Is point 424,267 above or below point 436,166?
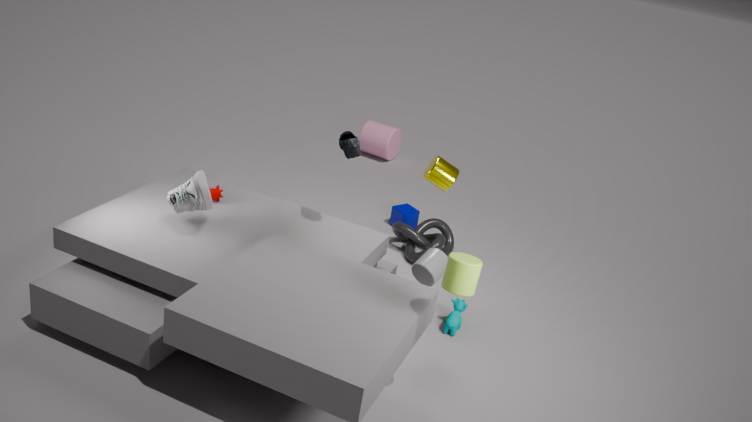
below
